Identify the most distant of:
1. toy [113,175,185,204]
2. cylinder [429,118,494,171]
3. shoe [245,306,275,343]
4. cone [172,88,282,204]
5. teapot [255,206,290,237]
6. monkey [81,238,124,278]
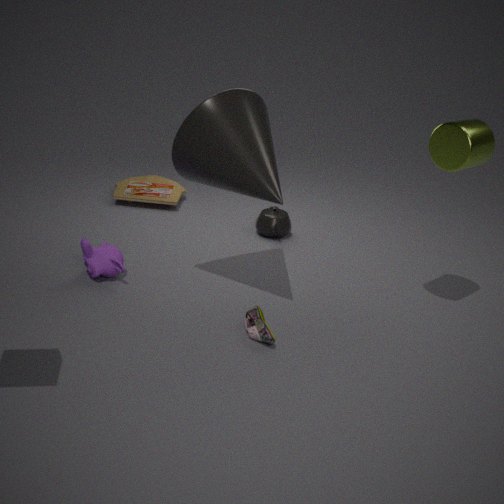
toy [113,175,185,204]
